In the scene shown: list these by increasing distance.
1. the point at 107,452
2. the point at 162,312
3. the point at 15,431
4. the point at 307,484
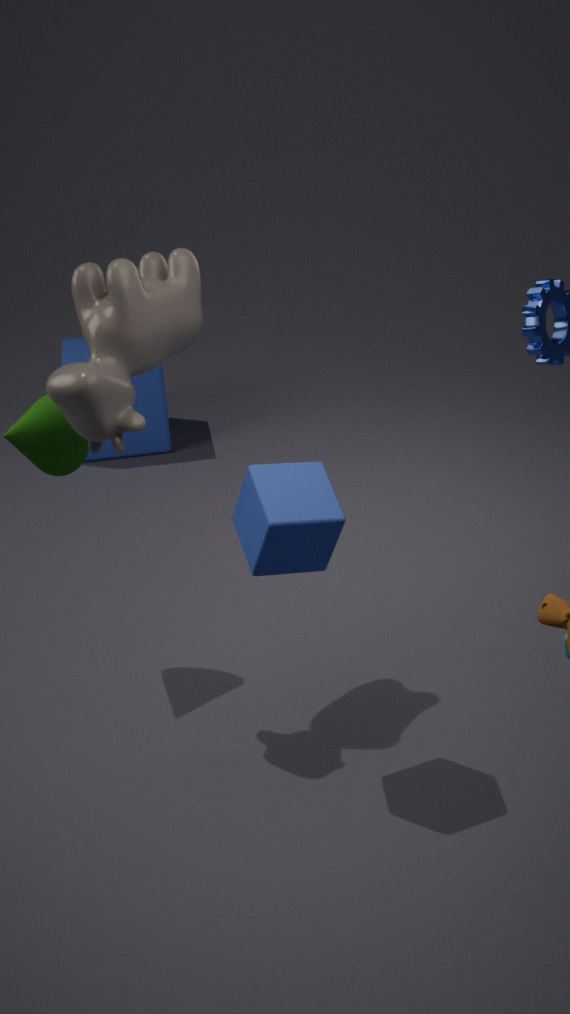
1. the point at 307,484
2. the point at 162,312
3. the point at 15,431
4. the point at 107,452
